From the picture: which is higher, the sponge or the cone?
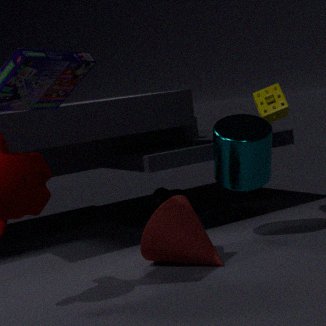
the sponge
